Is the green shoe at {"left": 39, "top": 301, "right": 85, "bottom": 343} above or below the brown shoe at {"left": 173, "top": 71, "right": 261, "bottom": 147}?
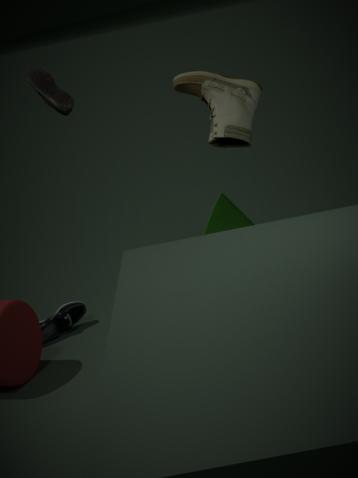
below
